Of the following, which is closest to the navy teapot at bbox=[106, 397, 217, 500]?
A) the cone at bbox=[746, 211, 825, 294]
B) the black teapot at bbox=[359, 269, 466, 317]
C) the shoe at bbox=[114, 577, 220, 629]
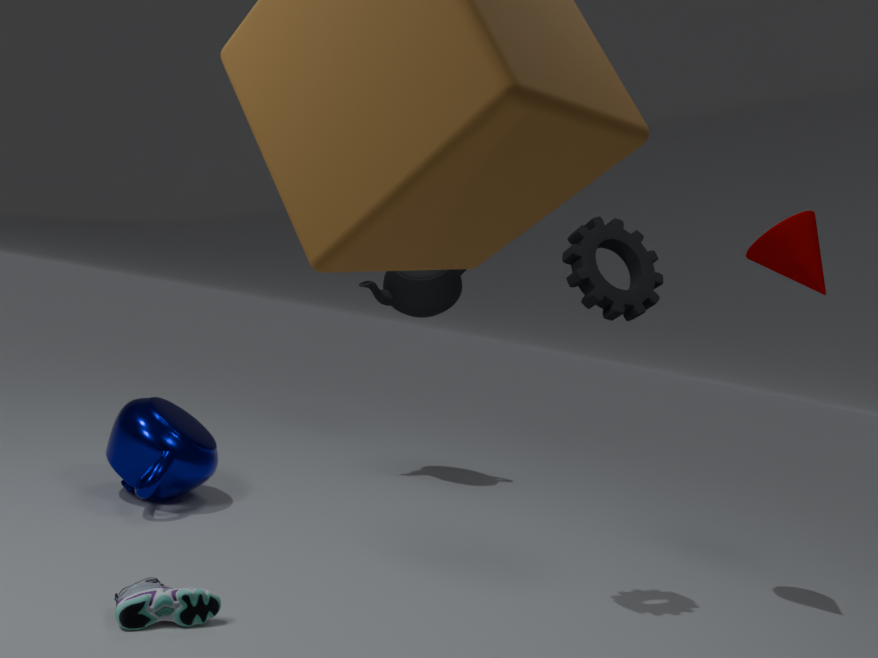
the shoe at bbox=[114, 577, 220, 629]
